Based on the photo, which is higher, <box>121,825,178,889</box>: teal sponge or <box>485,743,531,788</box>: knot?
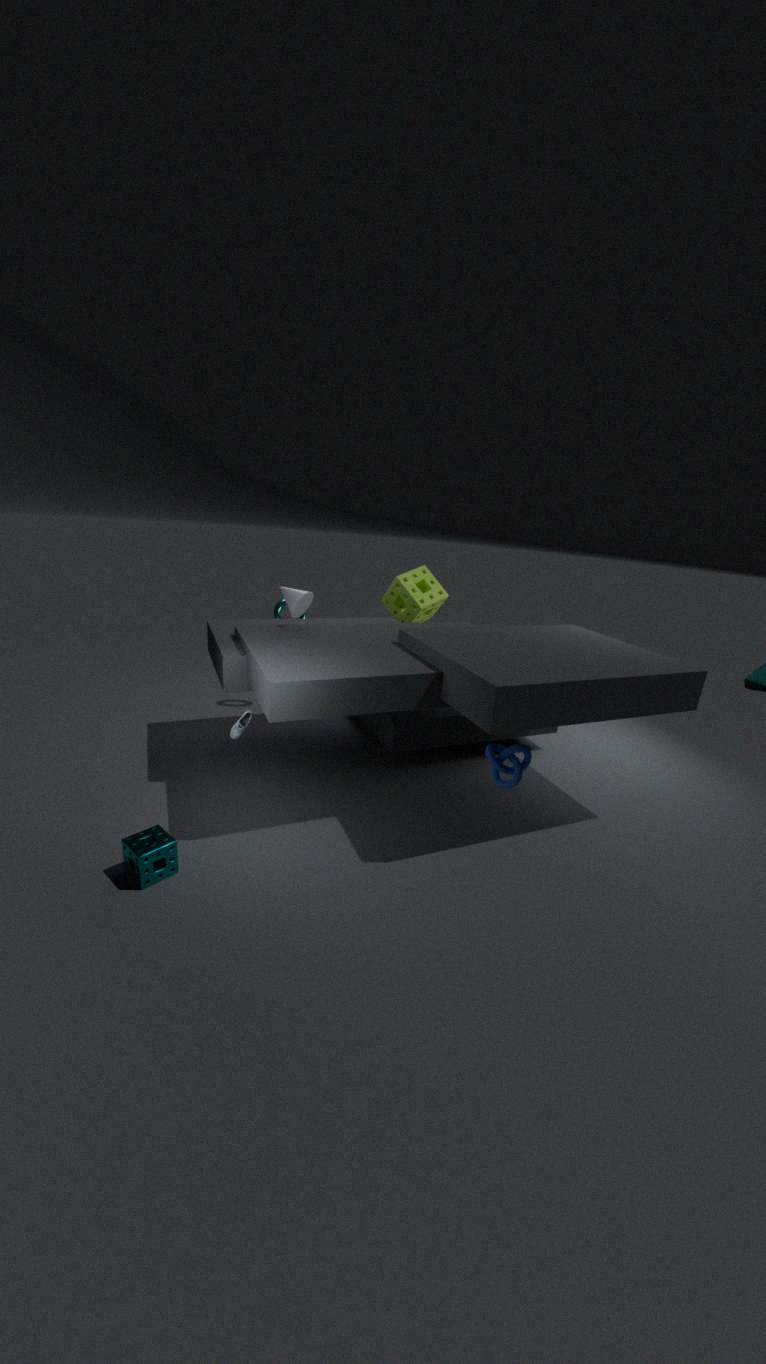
<box>485,743,531,788</box>: knot
